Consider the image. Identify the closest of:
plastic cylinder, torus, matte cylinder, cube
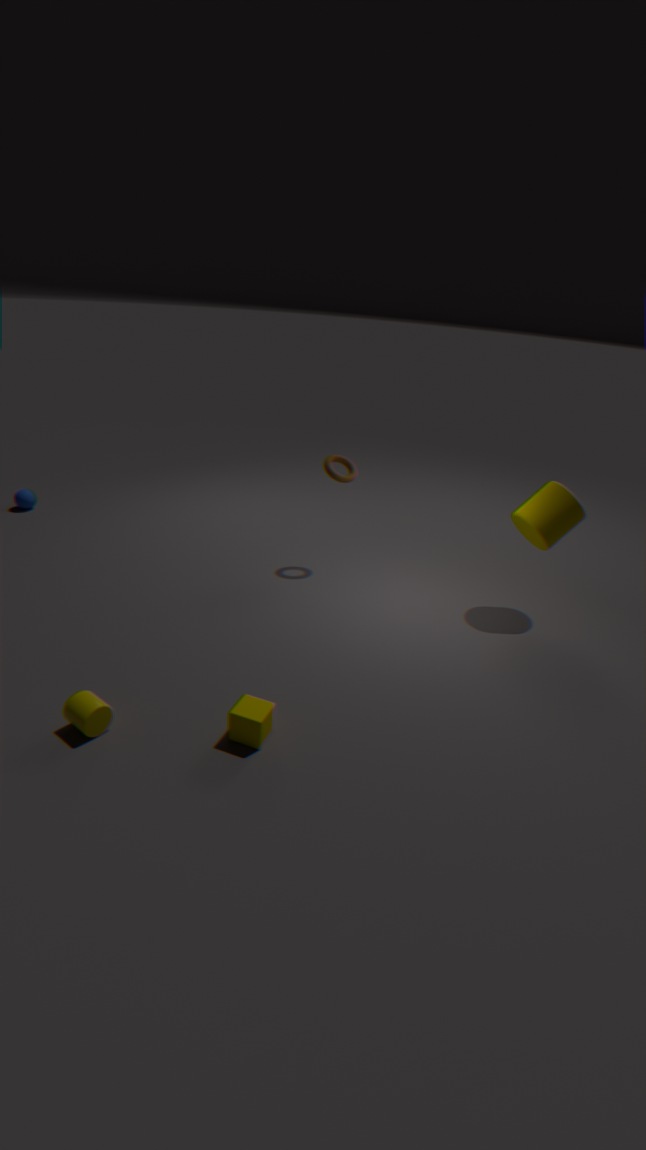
plastic cylinder
